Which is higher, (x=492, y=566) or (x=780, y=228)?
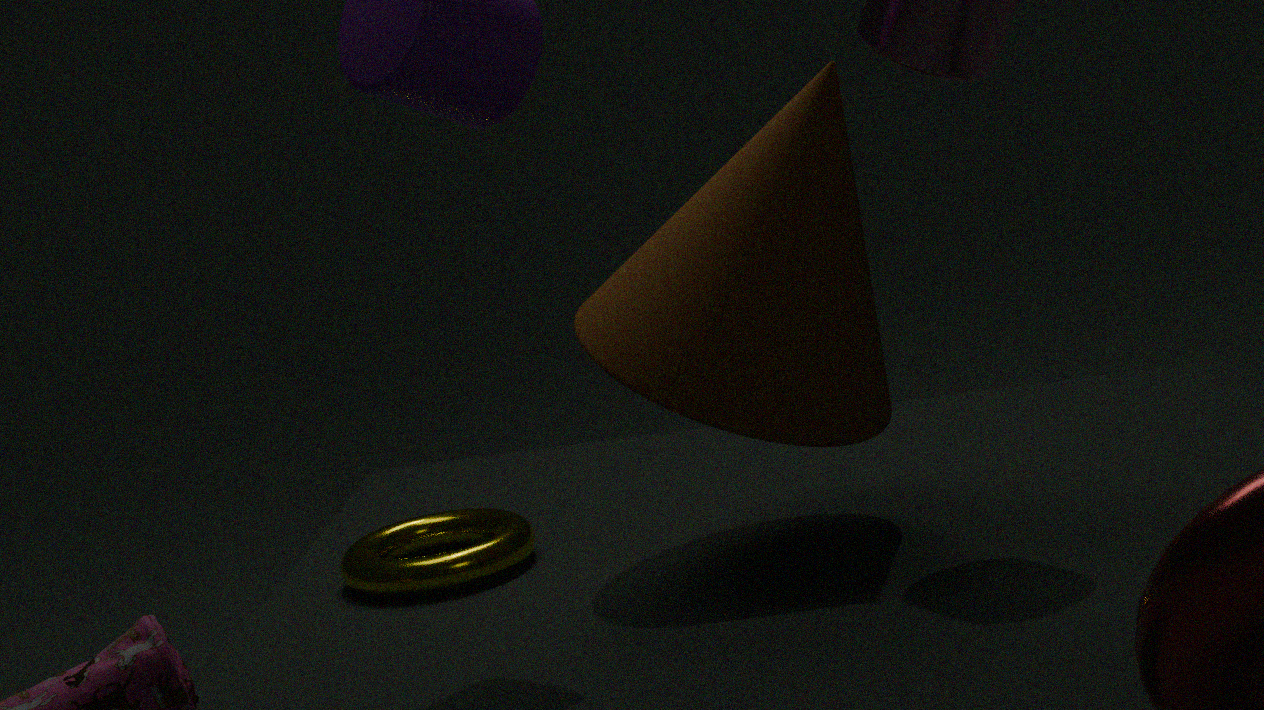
(x=780, y=228)
